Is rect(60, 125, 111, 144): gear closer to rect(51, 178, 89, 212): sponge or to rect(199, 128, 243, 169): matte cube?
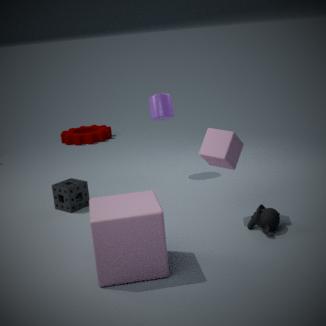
rect(51, 178, 89, 212): sponge
